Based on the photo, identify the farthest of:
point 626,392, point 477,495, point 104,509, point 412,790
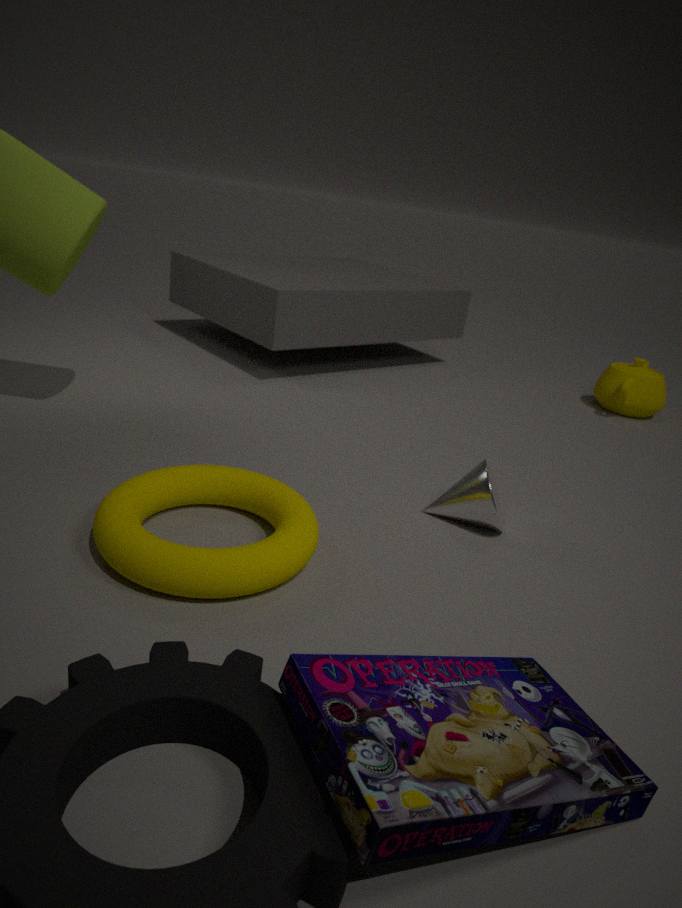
point 626,392
